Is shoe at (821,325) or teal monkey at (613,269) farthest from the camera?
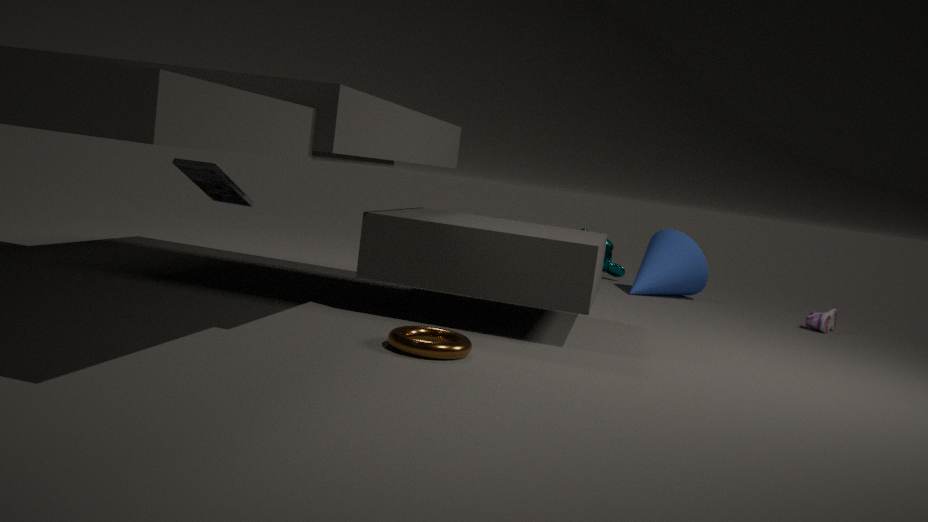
teal monkey at (613,269)
